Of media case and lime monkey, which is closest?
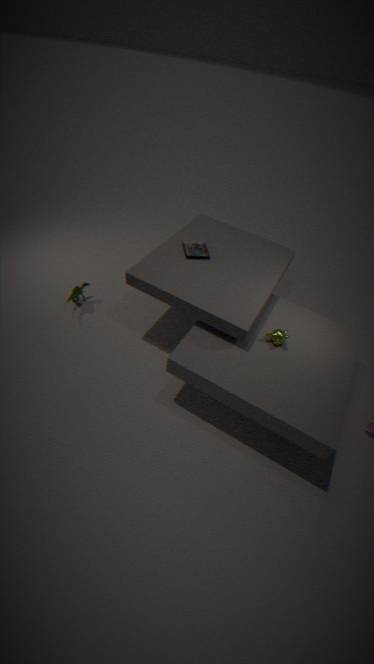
lime monkey
